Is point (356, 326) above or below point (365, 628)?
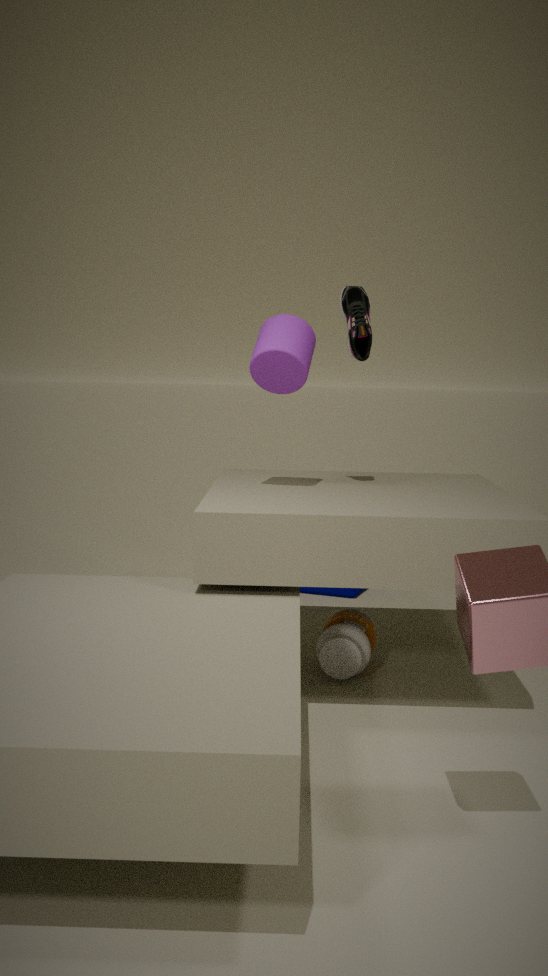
above
